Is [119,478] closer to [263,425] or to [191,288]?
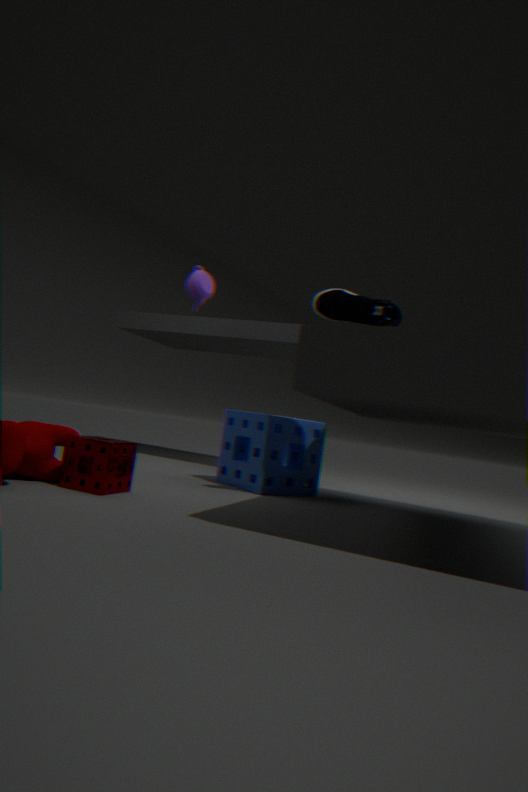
[263,425]
